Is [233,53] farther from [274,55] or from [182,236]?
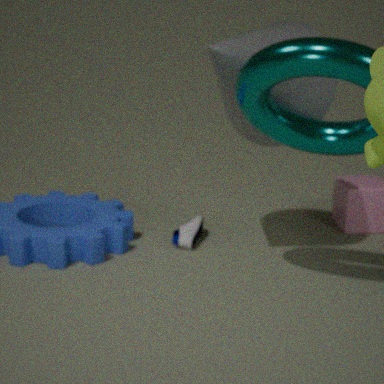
[182,236]
